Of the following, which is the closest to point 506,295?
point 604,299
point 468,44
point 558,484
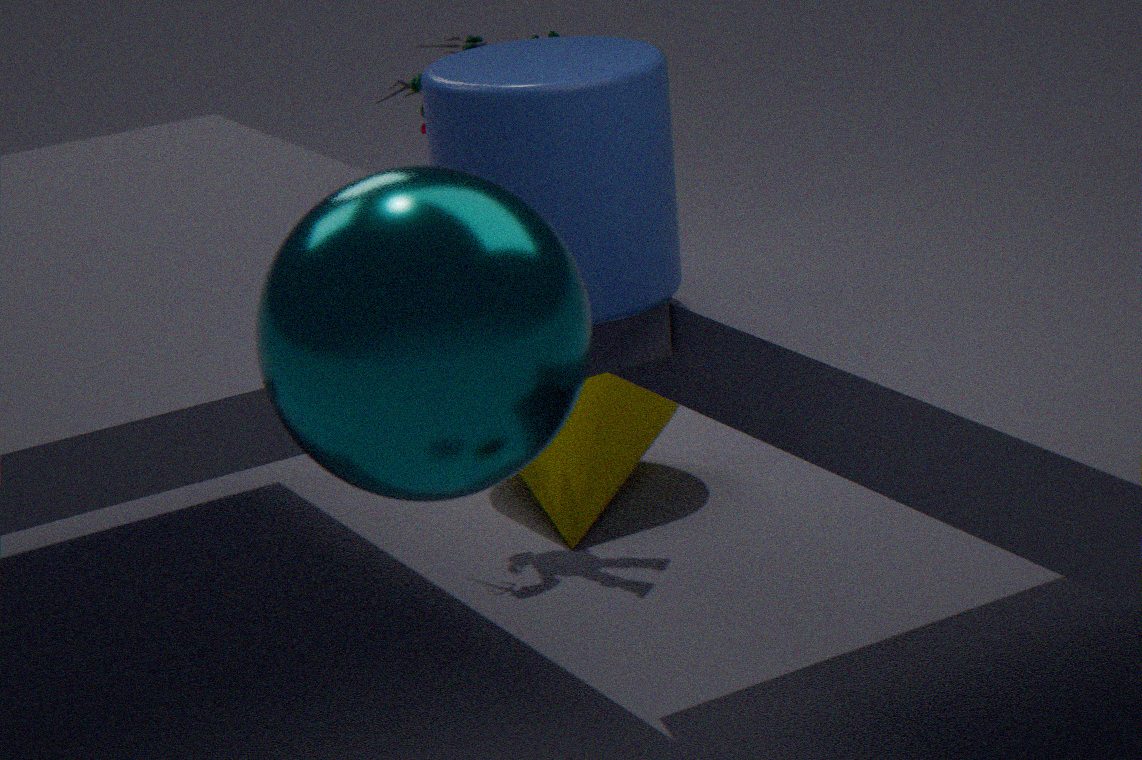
point 604,299
